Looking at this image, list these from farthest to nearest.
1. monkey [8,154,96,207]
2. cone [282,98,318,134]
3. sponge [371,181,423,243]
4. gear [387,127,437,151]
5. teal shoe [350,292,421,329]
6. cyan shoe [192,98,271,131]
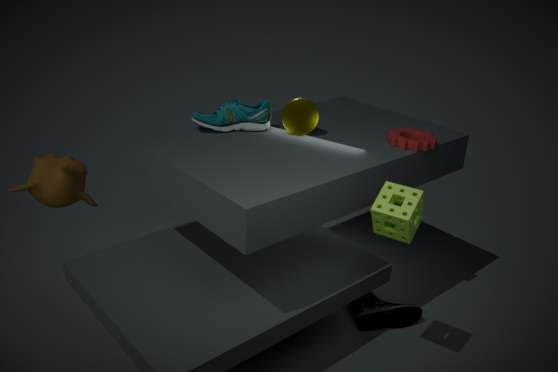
1. cone [282,98,318,134]
2. cyan shoe [192,98,271,131]
3. teal shoe [350,292,421,329]
4. monkey [8,154,96,207]
5. gear [387,127,437,151]
6. sponge [371,181,423,243]
